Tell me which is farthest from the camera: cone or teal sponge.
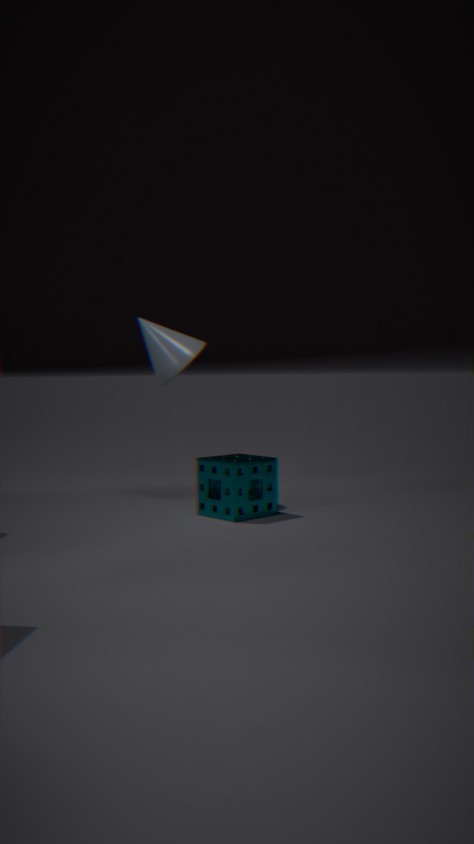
cone
